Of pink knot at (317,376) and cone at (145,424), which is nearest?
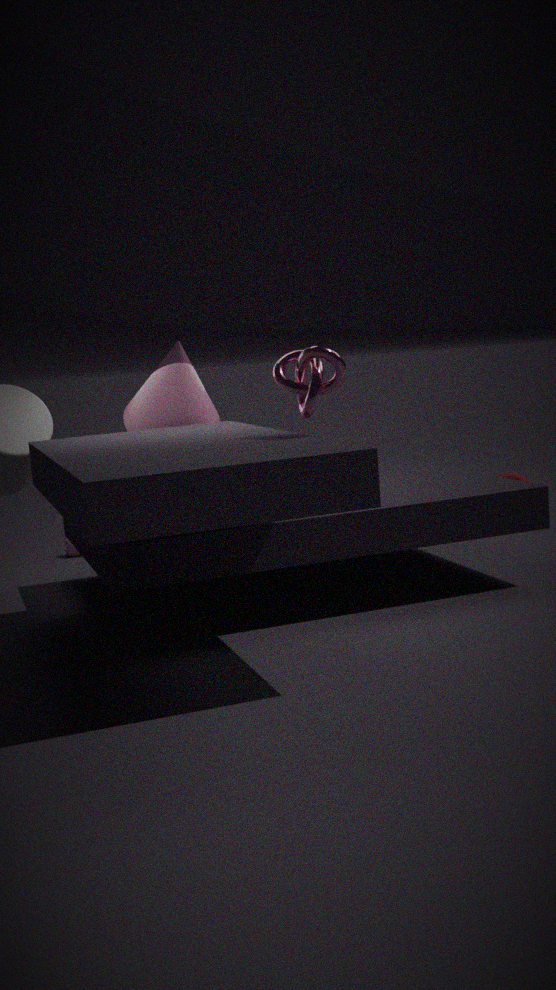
pink knot at (317,376)
